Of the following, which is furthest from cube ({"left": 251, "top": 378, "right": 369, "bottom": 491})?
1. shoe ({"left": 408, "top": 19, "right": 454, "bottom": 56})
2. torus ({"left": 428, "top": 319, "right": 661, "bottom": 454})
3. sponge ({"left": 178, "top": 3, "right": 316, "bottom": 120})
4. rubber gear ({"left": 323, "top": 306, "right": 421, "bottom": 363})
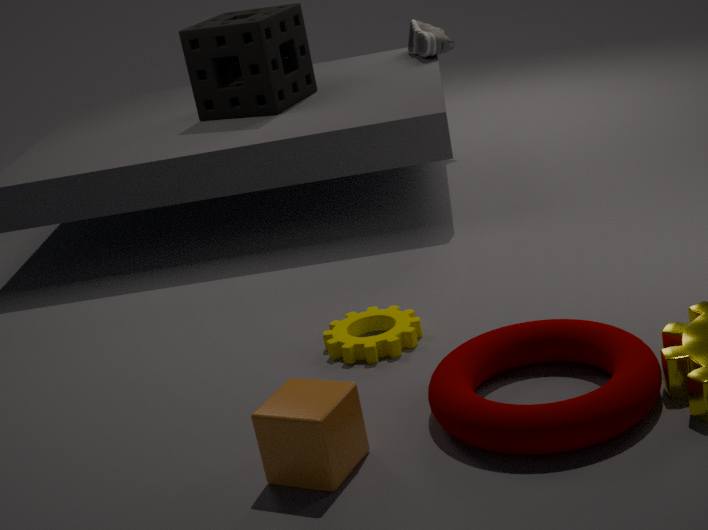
shoe ({"left": 408, "top": 19, "right": 454, "bottom": 56})
